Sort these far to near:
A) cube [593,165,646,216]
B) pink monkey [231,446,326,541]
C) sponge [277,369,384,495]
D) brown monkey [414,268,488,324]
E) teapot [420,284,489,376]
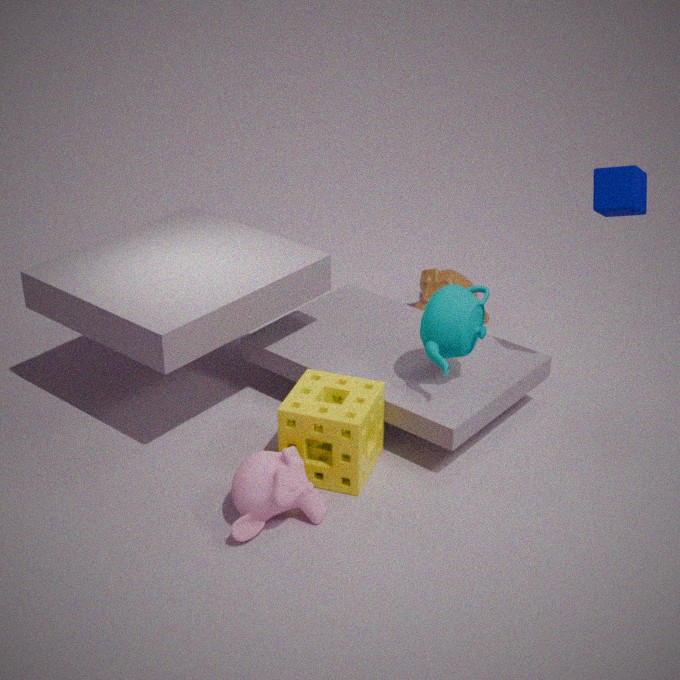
brown monkey [414,268,488,324] < teapot [420,284,489,376] < sponge [277,369,384,495] < cube [593,165,646,216] < pink monkey [231,446,326,541]
